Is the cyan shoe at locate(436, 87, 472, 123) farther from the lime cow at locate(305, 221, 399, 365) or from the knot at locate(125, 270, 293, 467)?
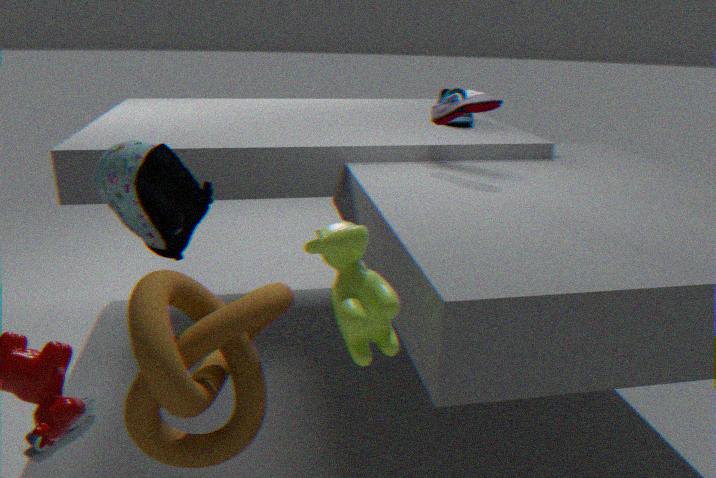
the lime cow at locate(305, 221, 399, 365)
